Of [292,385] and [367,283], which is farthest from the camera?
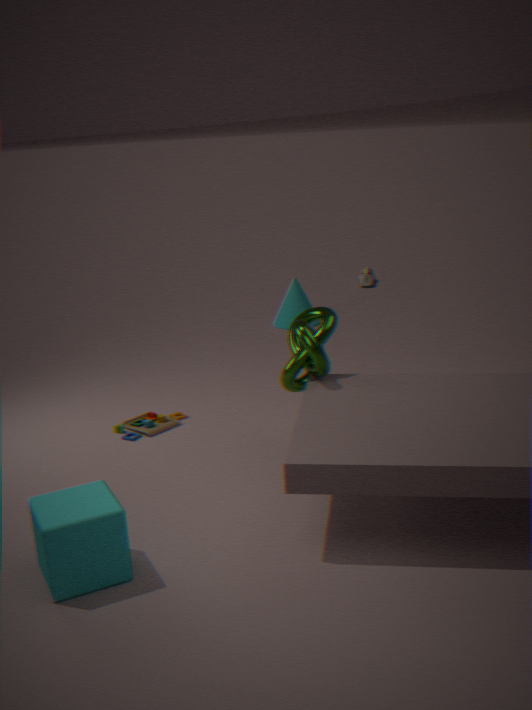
[367,283]
